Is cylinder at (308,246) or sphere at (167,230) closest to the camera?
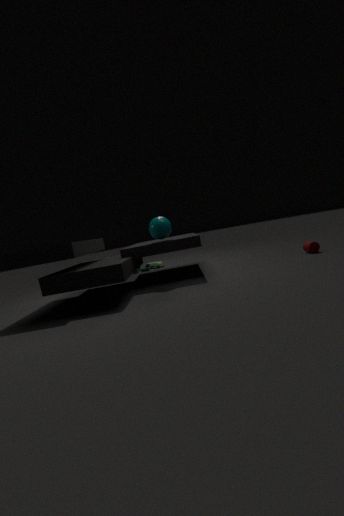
sphere at (167,230)
